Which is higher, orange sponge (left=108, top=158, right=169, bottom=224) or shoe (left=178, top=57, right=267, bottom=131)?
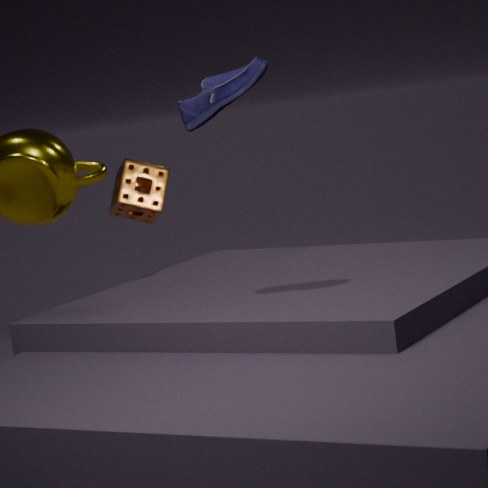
shoe (left=178, top=57, right=267, bottom=131)
